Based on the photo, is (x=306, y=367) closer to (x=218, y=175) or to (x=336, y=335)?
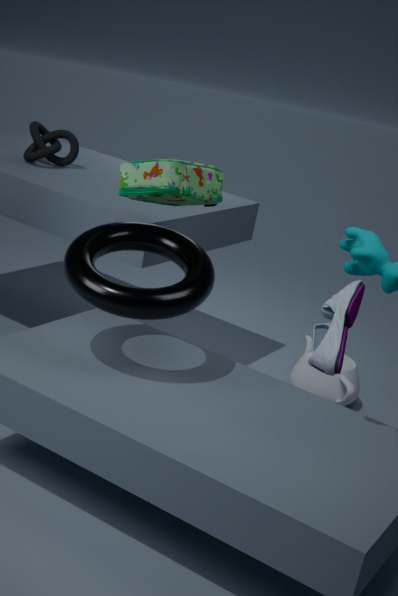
(x=336, y=335)
